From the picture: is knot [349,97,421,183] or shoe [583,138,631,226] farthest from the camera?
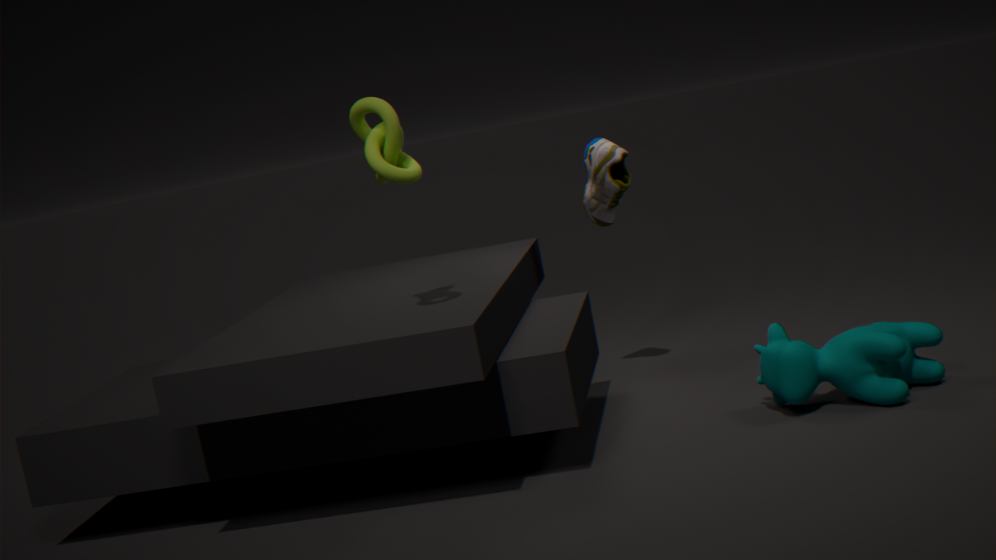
shoe [583,138,631,226]
